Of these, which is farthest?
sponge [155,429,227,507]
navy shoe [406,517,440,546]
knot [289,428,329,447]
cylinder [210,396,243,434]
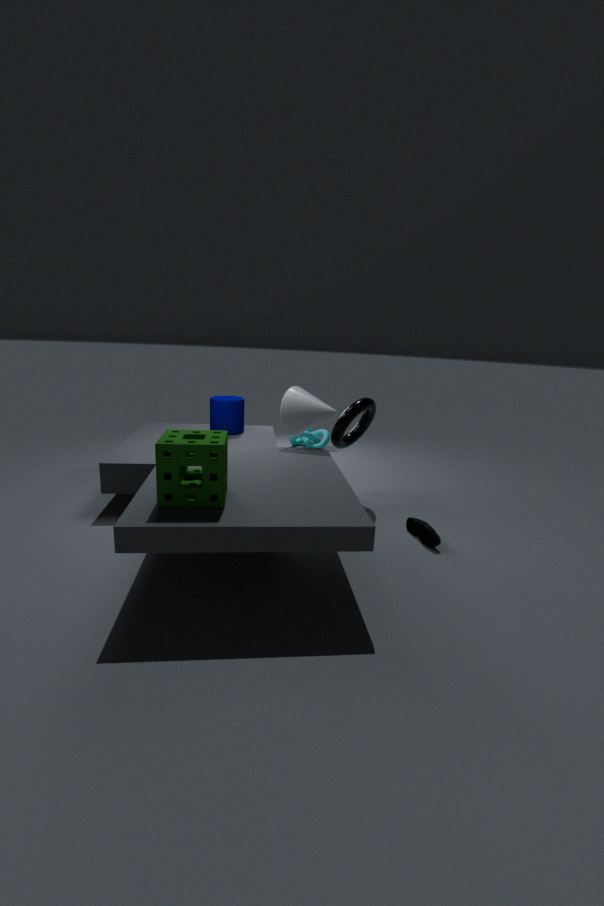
knot [289,428,329,447]
